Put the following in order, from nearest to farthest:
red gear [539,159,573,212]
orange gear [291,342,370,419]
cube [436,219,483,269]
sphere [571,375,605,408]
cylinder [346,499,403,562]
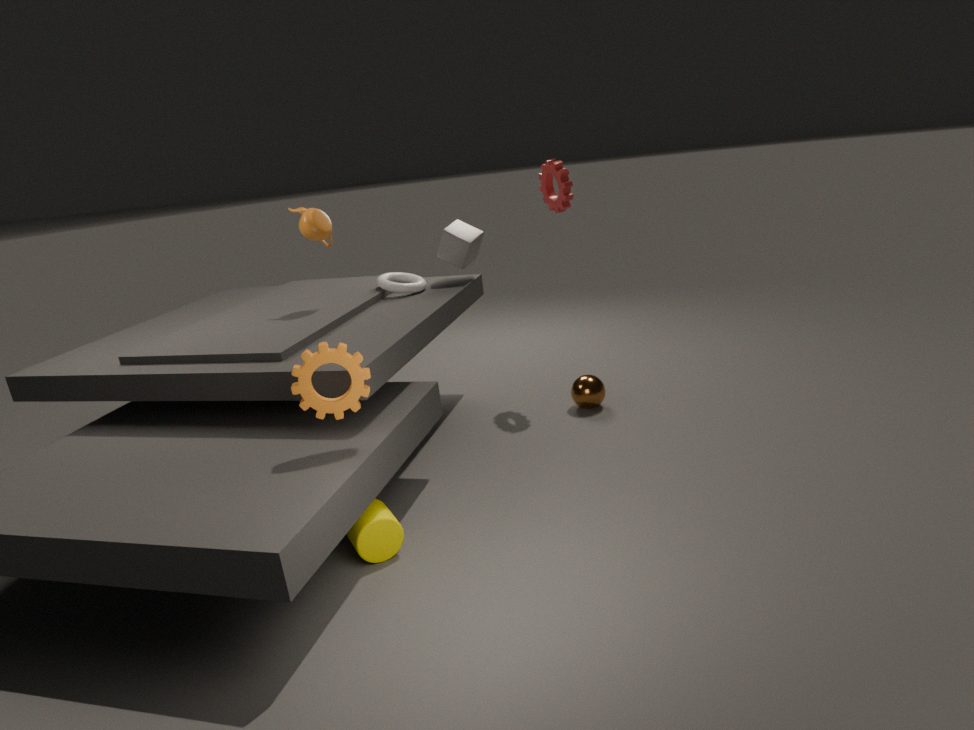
orange gear [291,342,370,419], cylinder [346,499,403,562], red gear [539,159,573,212], sphere [571,375,605,408], cube [436,219,483,269]
